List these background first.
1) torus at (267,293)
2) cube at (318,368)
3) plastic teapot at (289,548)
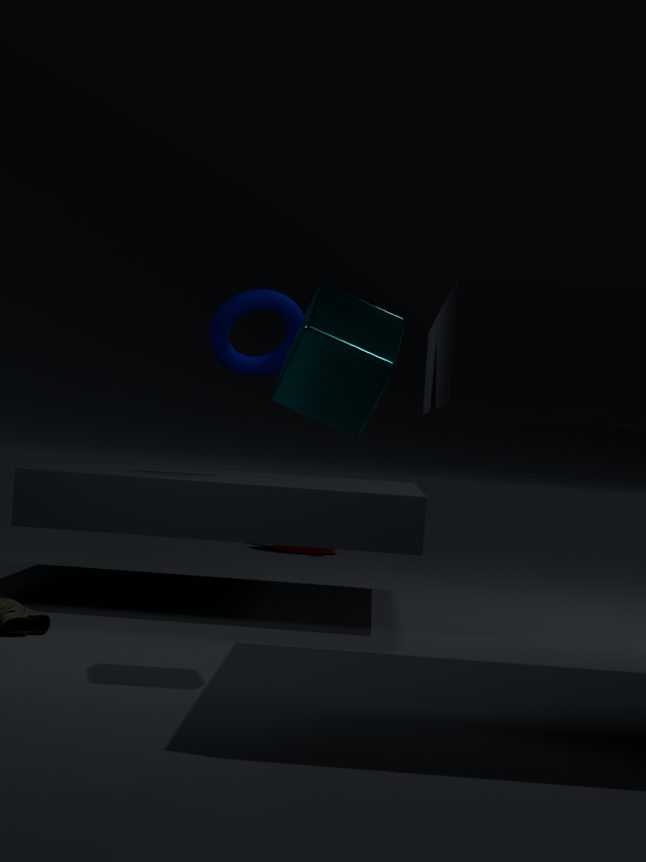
3. plastic teapot at (289,548) < 1. torus at (267,293) < 2. cube at (318,368)
